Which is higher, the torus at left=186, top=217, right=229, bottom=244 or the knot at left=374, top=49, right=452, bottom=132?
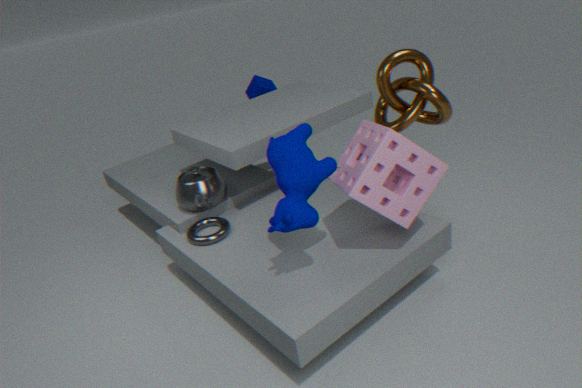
the knot at left=374, top=49, right=452, bottom=132
